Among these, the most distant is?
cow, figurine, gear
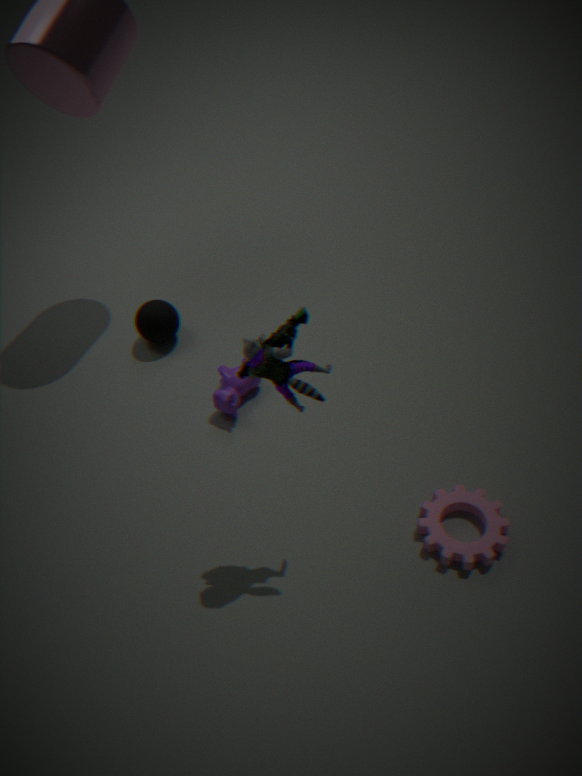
cow
